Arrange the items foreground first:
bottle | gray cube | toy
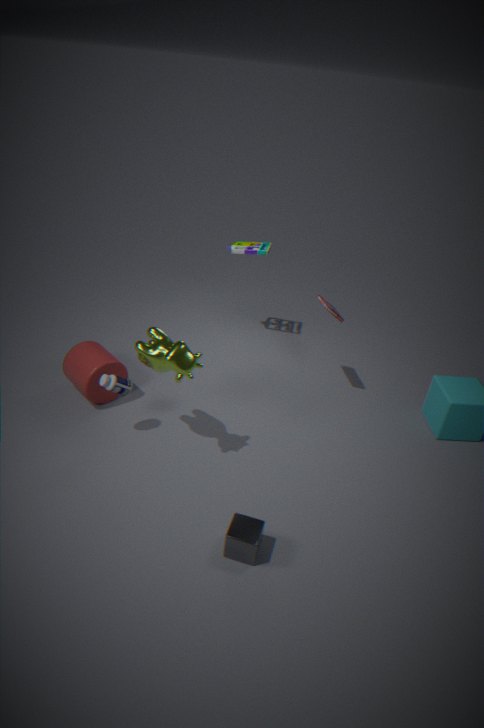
gray cube, bottle, toy
